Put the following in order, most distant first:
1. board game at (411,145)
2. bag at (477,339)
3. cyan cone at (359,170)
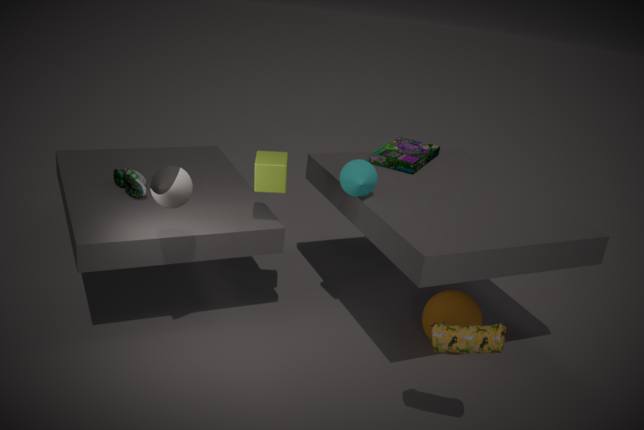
board game at (411,145)
cyan cone at (359,170)
bag at (477,339)
